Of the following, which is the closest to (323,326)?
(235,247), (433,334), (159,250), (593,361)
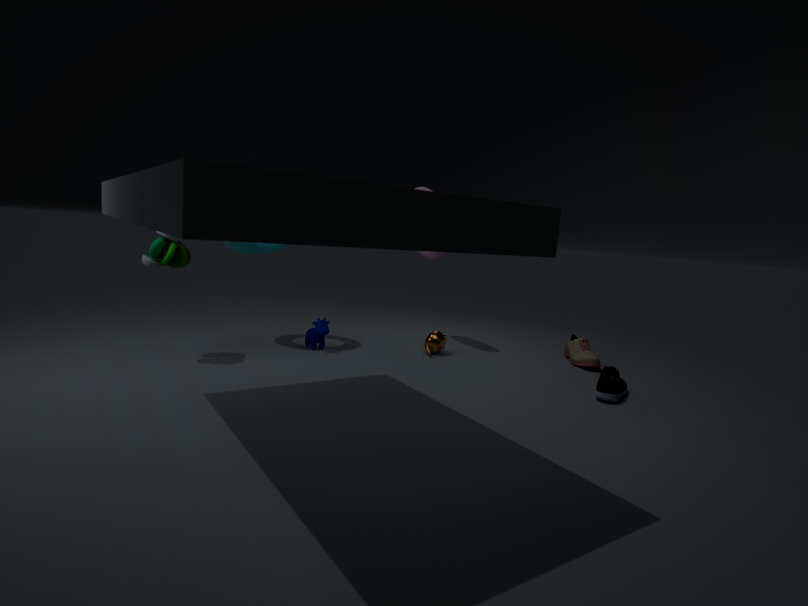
(235,247)
